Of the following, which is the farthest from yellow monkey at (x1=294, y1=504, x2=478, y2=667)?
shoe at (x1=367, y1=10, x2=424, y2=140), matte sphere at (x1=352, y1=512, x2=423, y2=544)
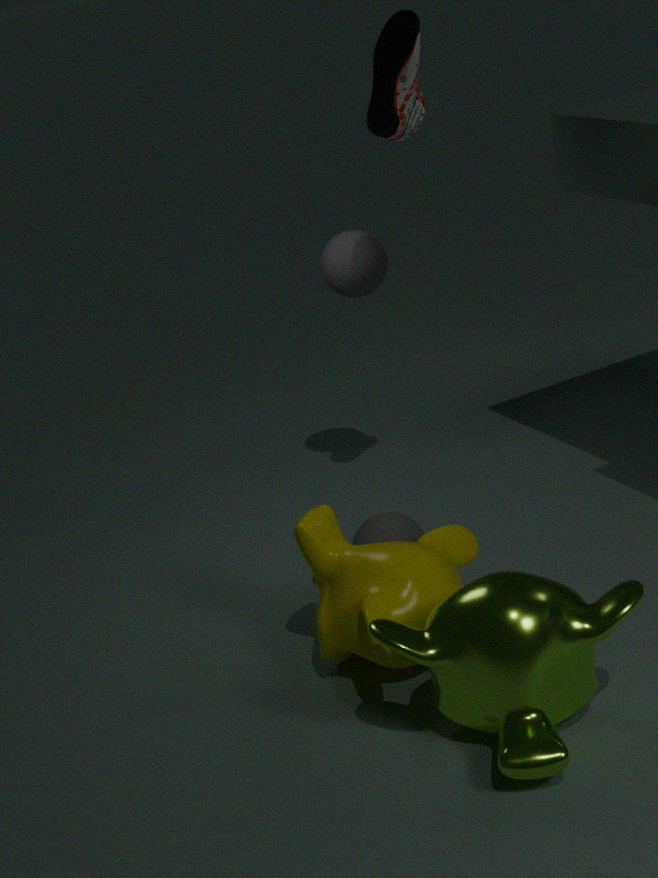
shoe at (x1=367, y1=10, x2=424, y2=140)
